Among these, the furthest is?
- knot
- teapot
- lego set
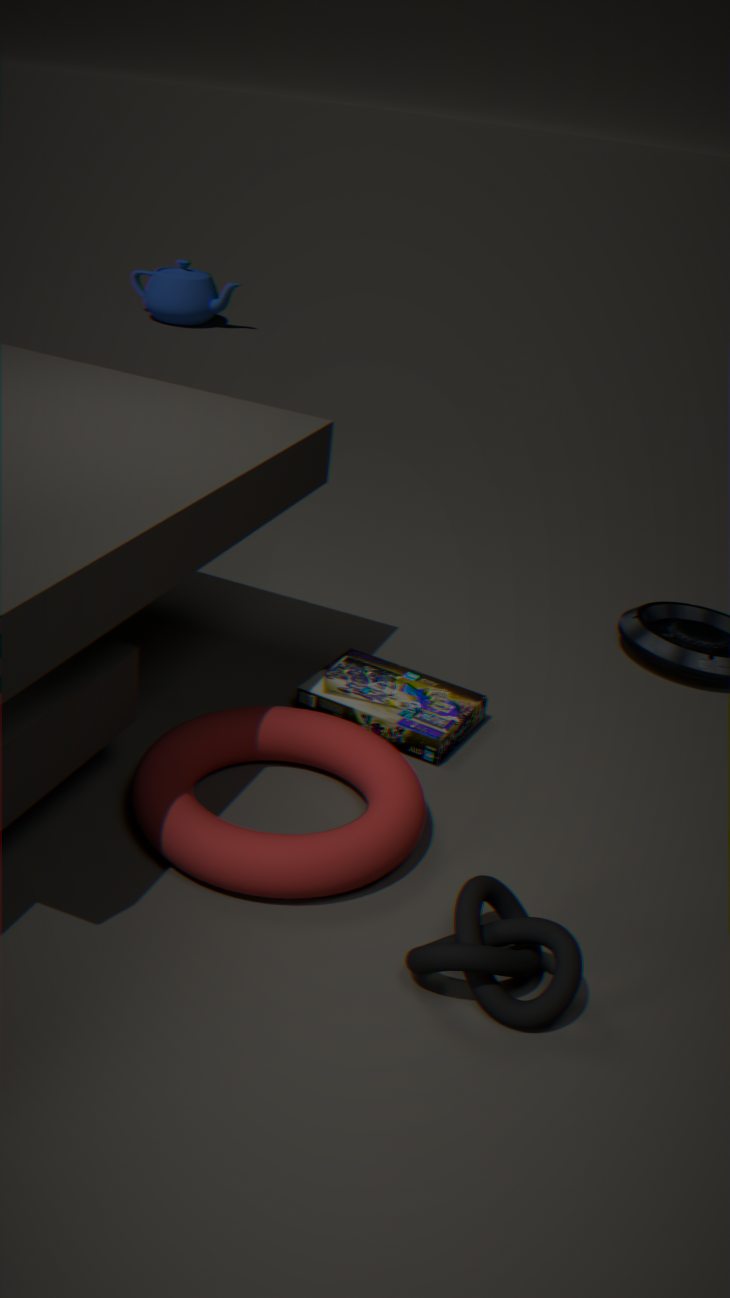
teapot
